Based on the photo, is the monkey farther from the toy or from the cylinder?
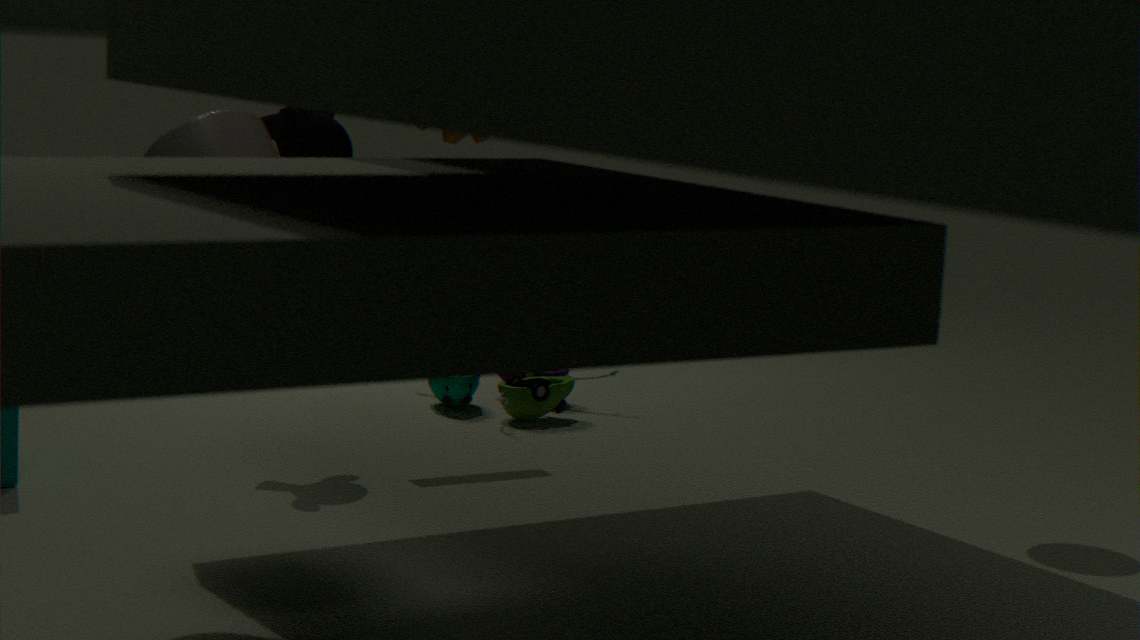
the cylinder
